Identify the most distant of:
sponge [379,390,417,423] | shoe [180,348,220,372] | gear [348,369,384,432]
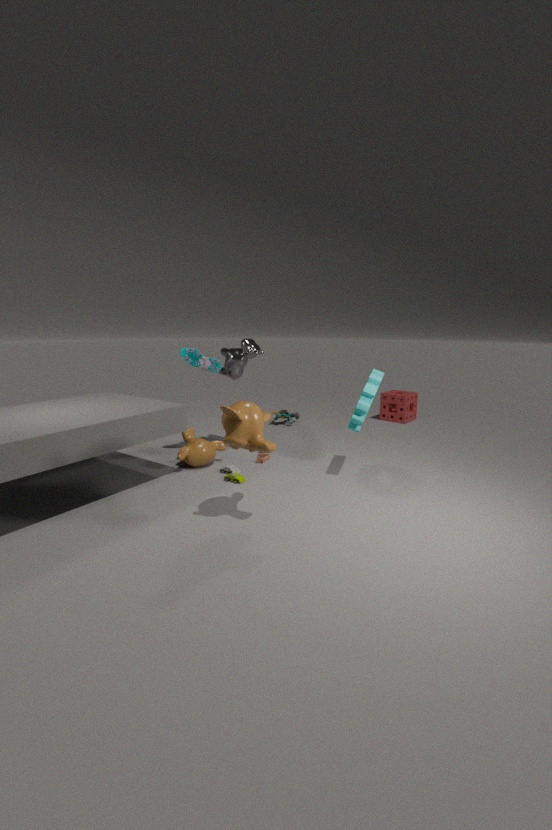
sponge [379,390,417,423]
